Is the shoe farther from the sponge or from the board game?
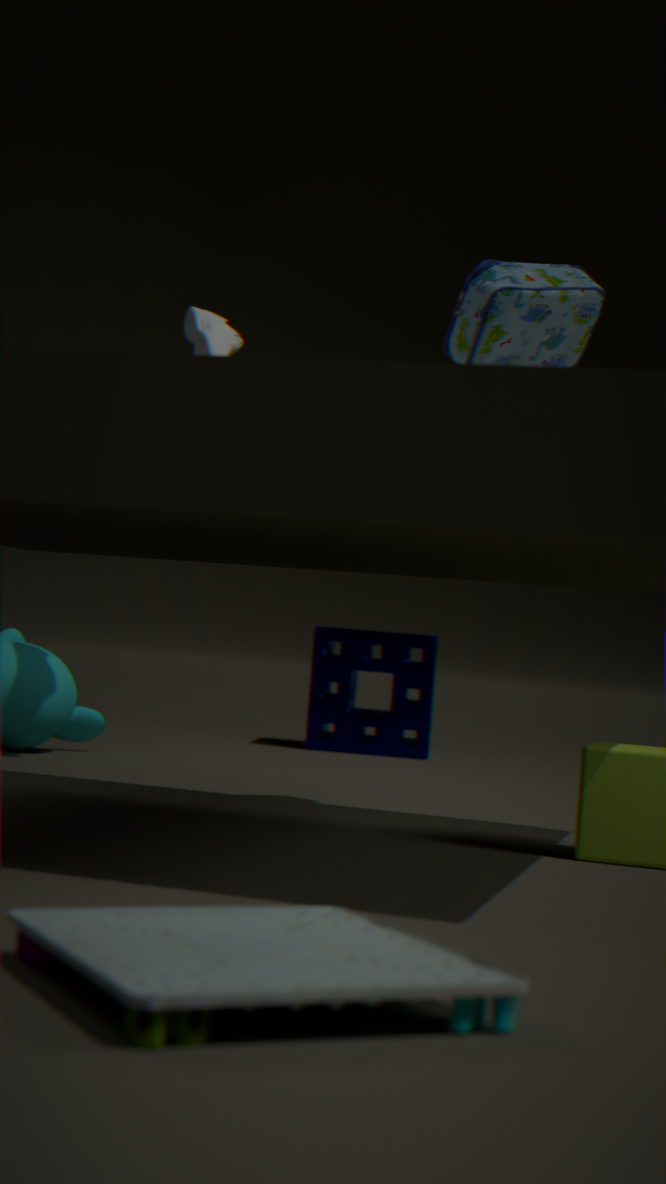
the board game
